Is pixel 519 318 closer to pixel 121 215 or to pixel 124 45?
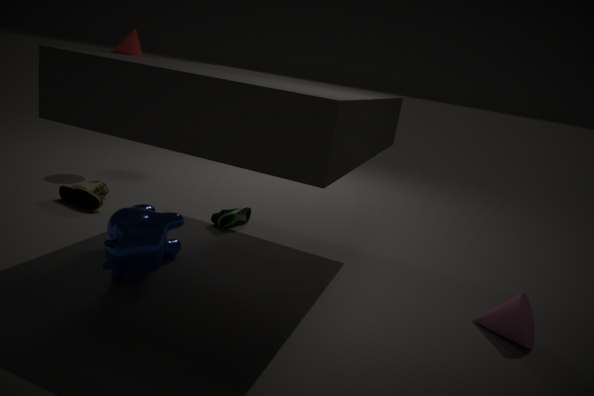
pixel 121 215
